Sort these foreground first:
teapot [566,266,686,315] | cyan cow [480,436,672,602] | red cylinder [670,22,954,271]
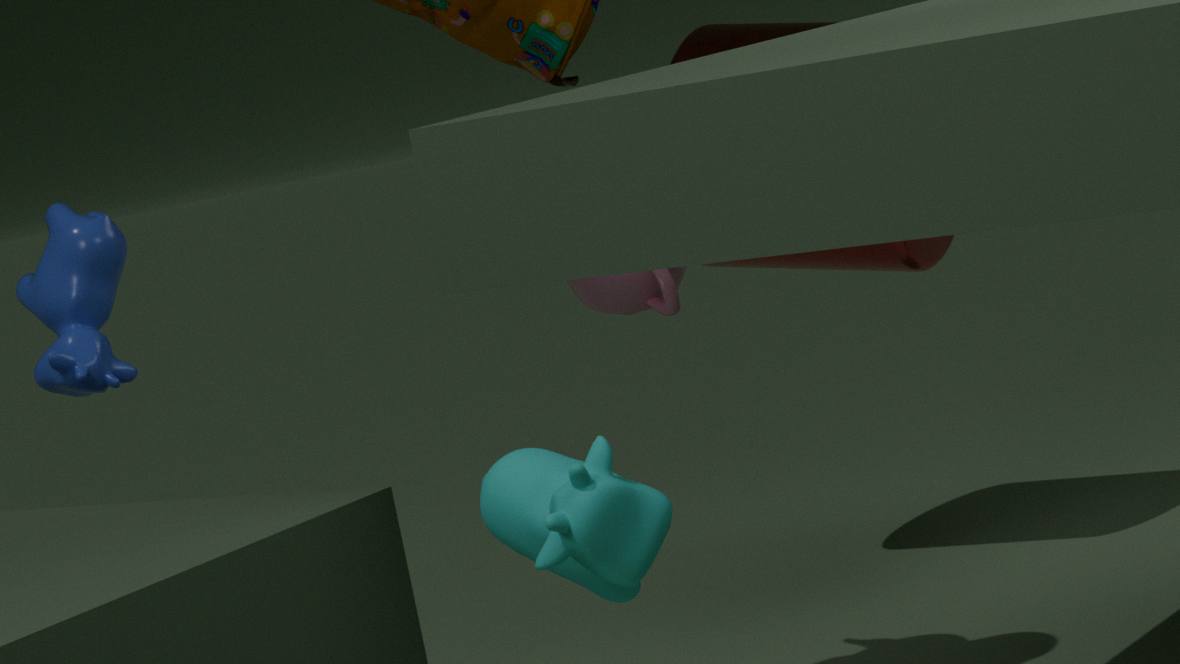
cyan cow [480,436,672,602] < teapot [566,266,686,315] < red cylinder [670,22,954,271]
